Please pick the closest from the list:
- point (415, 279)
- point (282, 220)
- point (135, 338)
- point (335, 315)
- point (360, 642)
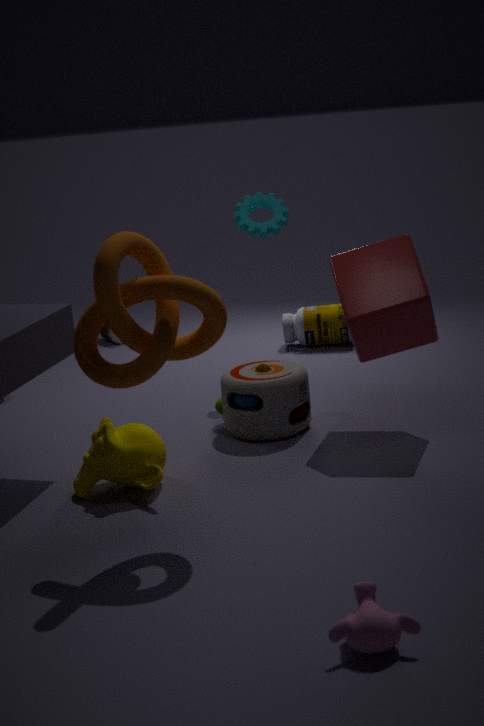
point (360, 642)
